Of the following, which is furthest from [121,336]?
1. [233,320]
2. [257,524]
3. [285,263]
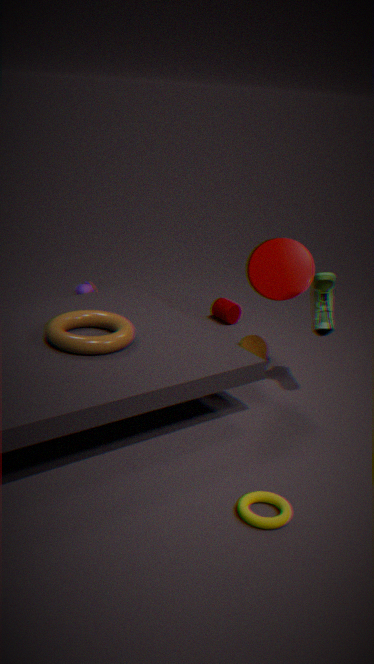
[233,320]
